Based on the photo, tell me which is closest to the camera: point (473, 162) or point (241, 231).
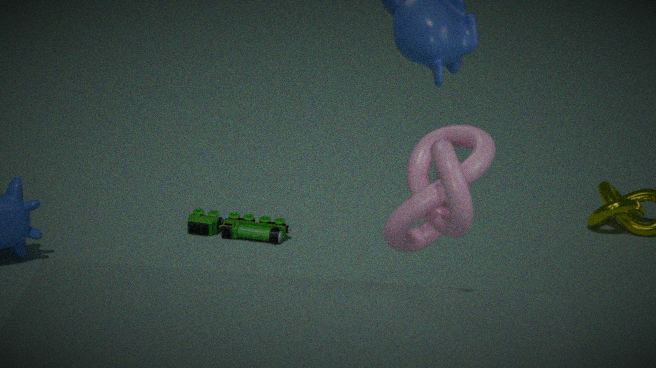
point (473, 162)
